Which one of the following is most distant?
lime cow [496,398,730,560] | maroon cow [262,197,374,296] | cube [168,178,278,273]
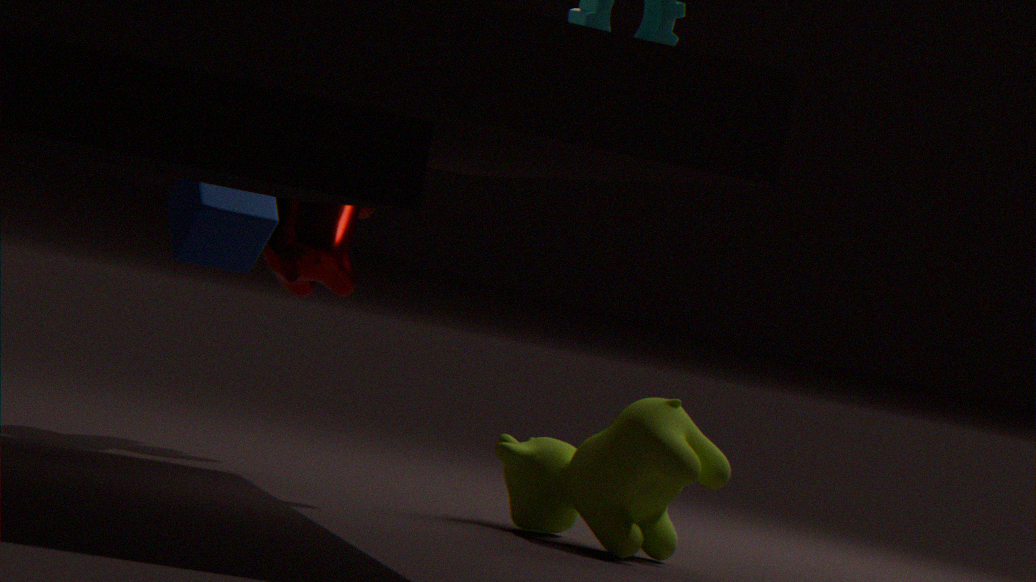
maroon cow [262,197,374,296]
